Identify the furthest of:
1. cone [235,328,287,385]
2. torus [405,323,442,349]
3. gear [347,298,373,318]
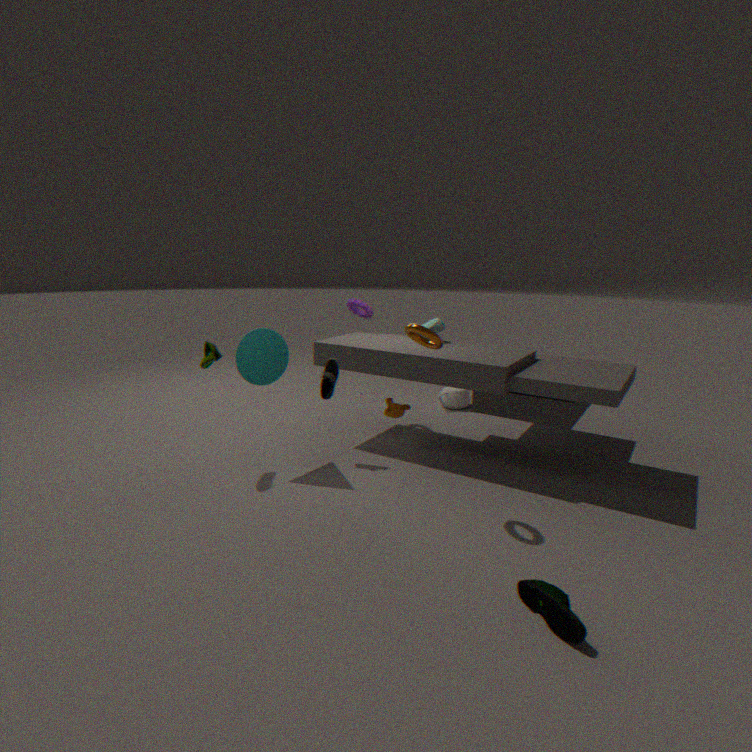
gear [347,298,373,318]
